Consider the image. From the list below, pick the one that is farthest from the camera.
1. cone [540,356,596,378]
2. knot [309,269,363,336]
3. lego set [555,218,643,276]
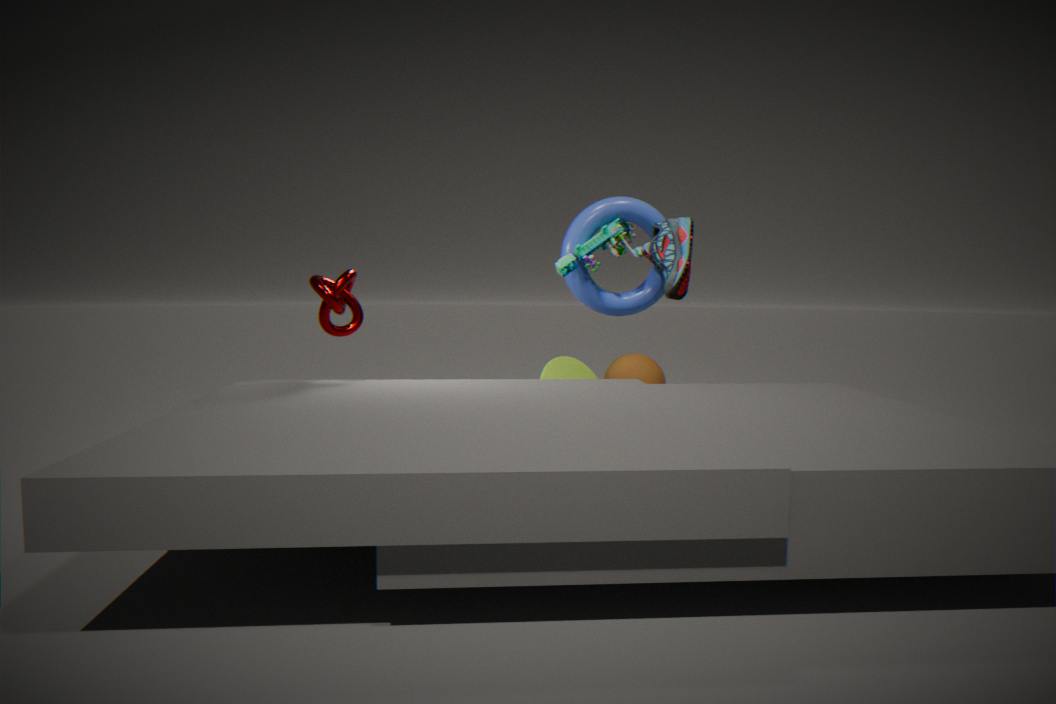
cone [540,356,596,378]
